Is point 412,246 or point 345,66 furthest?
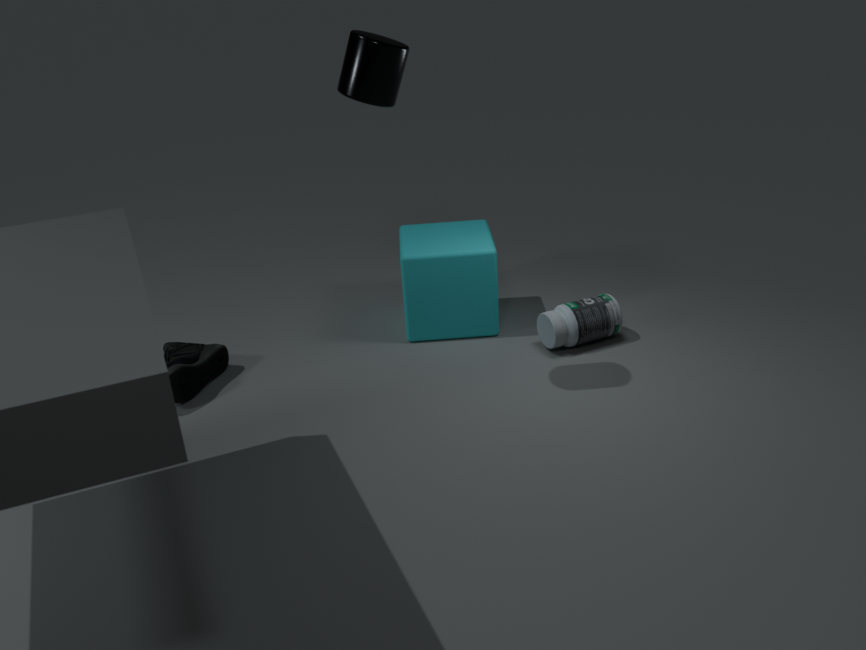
point 412,246
